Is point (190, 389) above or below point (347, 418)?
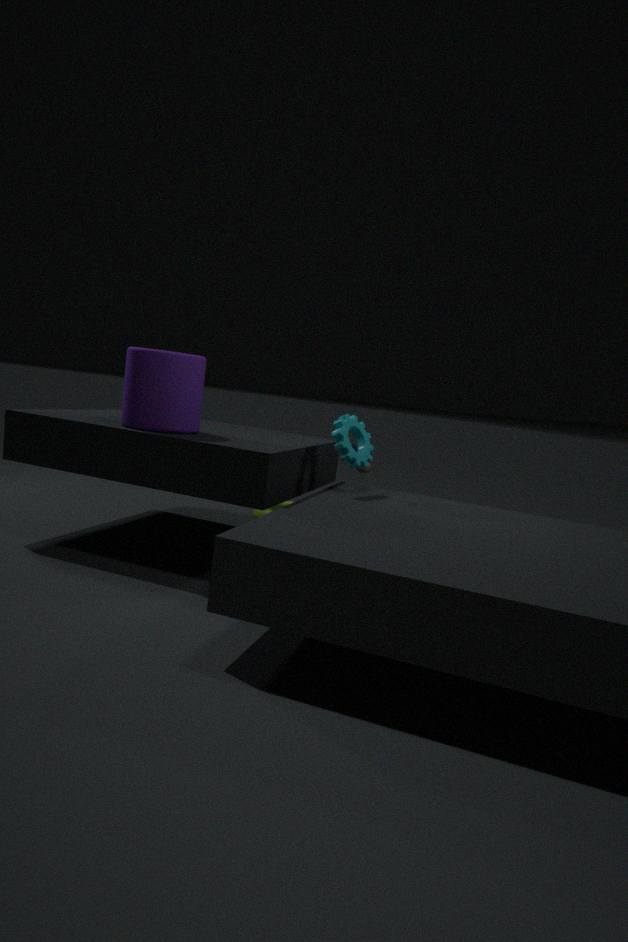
above
